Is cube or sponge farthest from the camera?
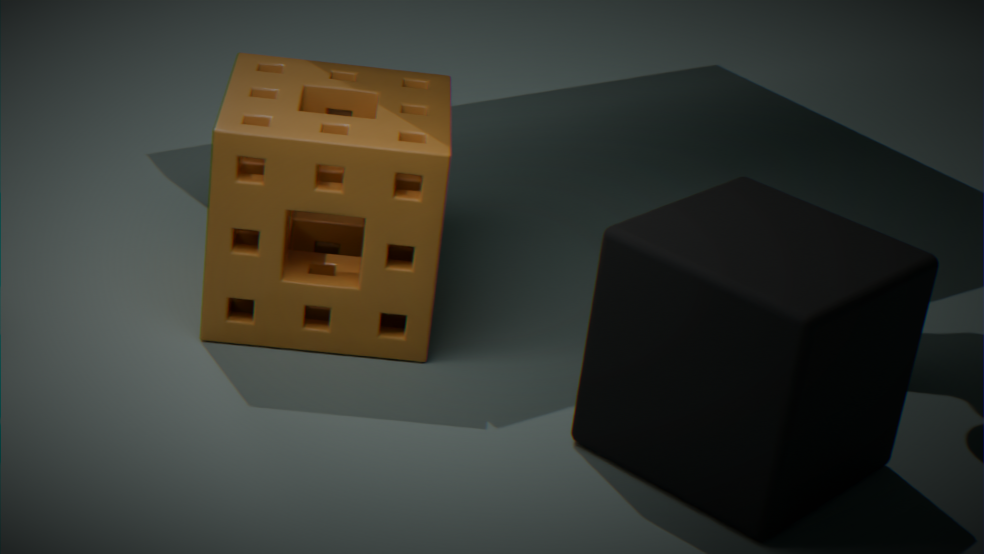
sponge
